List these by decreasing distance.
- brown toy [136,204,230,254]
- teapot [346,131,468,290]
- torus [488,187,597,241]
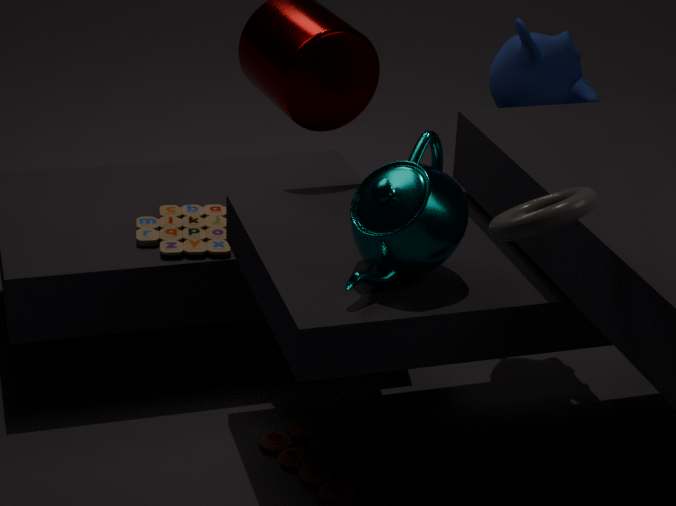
brown toy [136,204,230,254]
teapot [346,131,468,290]
torus [488,187,597,241]
